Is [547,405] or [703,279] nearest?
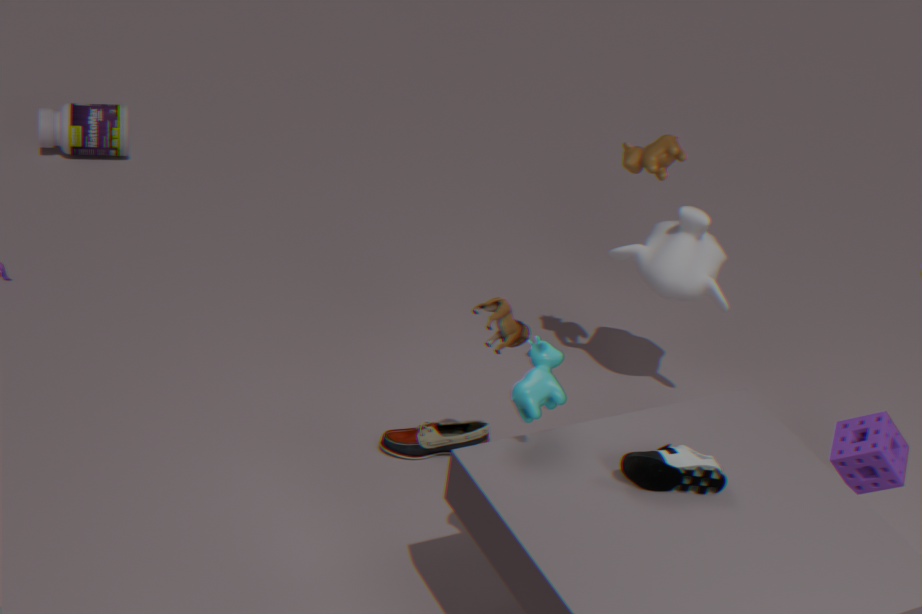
[547,405]
